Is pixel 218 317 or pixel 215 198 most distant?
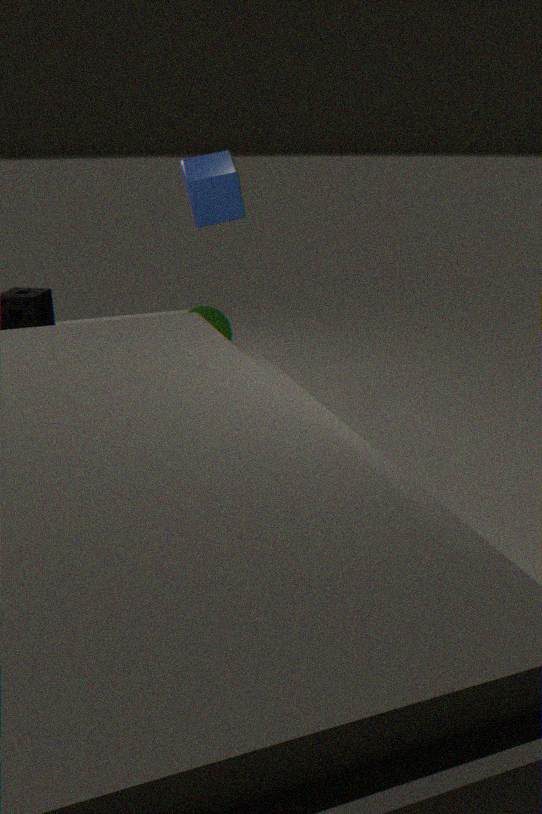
pixel 218 317
